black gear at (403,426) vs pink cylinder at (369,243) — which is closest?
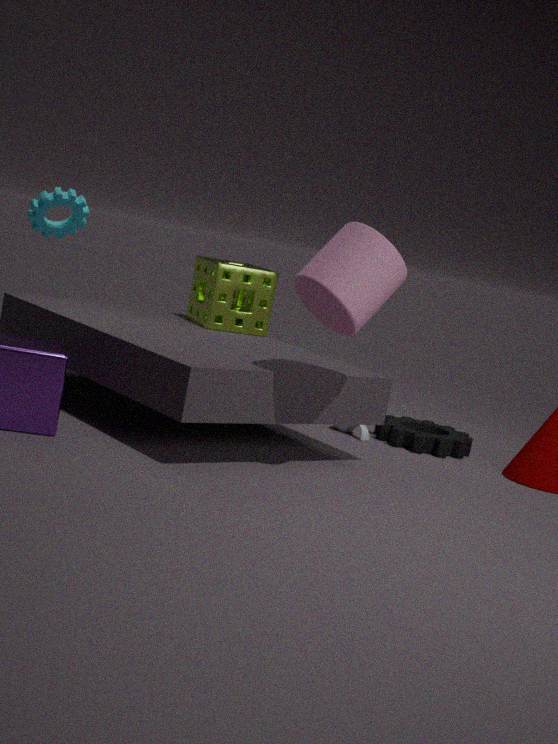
pink cylinder at (369,243)
